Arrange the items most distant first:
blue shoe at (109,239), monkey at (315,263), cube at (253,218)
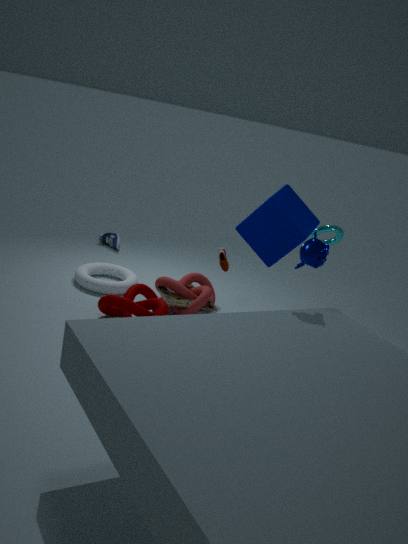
blue shoe at (109,239) < cube at (253,218) < monkey at (315,263)
